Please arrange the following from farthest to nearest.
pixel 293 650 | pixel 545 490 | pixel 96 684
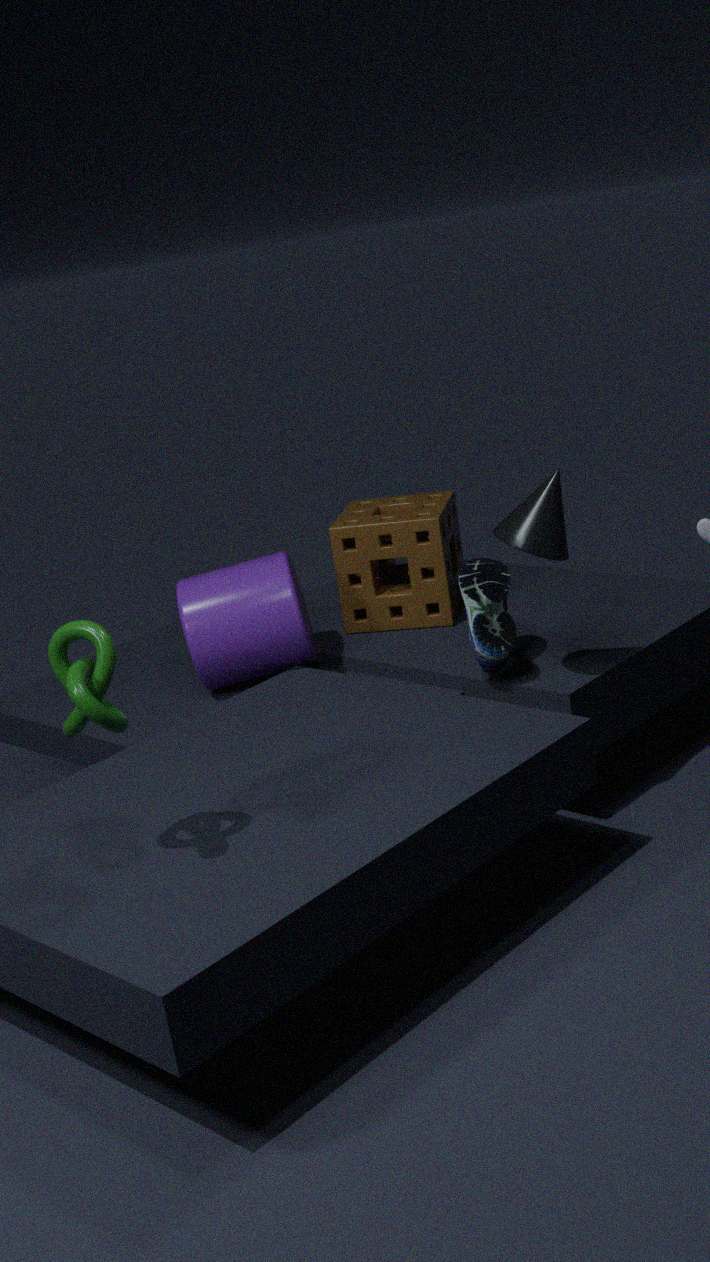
pixel 293 650 → pixel 545 490 → pixel 96 684
